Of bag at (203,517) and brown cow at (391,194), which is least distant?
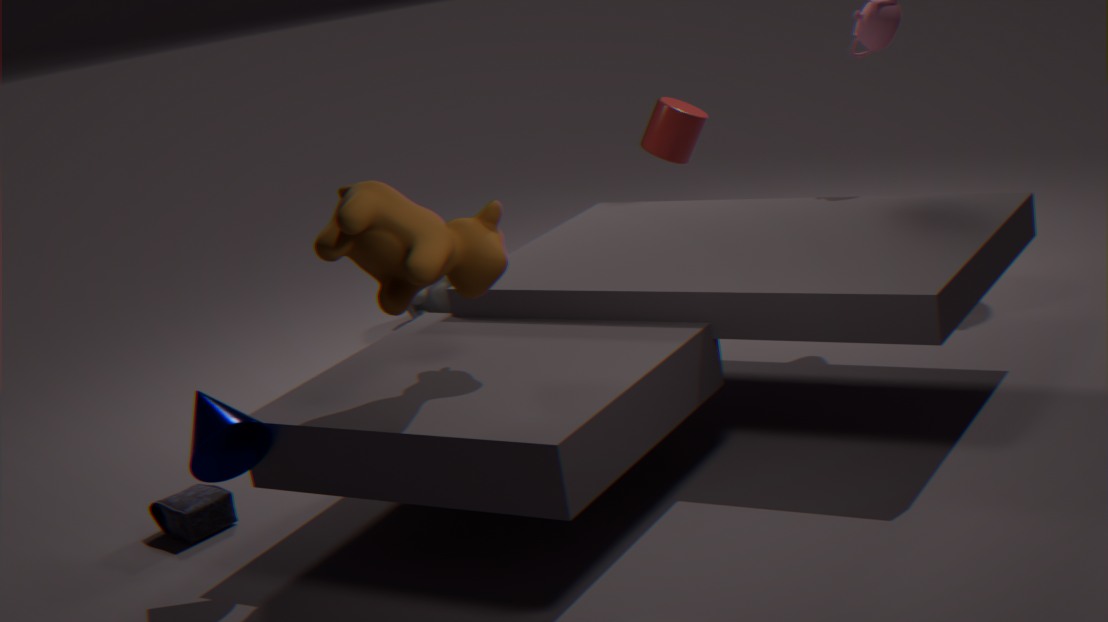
brown cow at (391,194)
